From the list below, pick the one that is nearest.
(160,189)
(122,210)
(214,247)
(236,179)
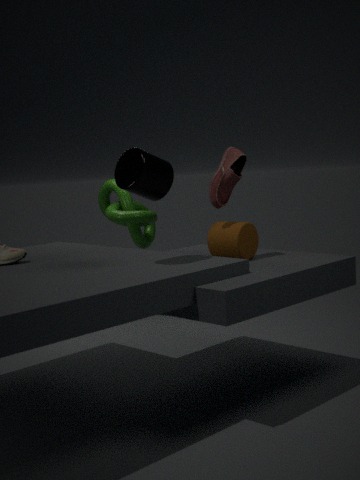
(160,189)
